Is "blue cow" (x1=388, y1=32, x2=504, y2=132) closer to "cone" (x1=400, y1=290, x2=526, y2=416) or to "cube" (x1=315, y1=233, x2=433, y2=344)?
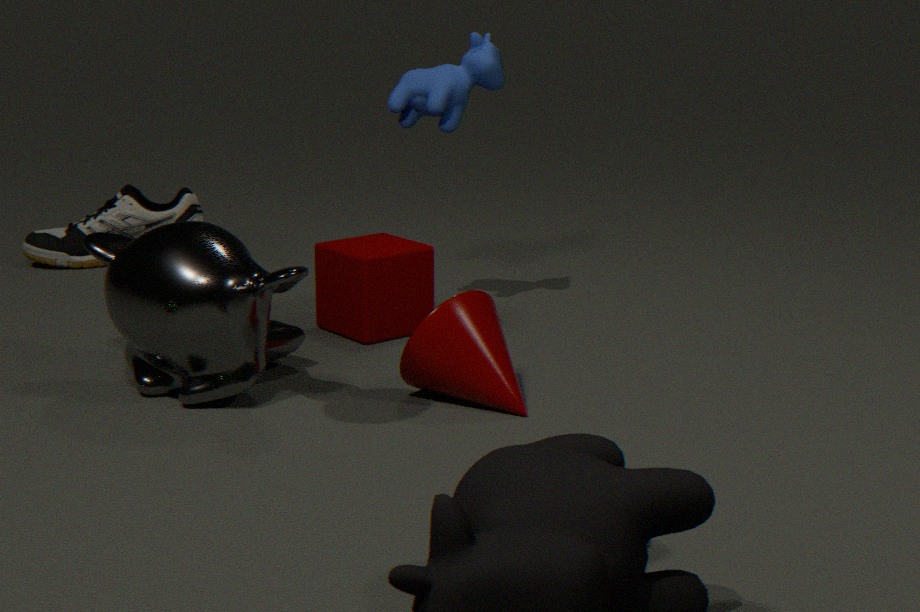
"cube" (x1=315, y1=233, x2=433, y2=344)
